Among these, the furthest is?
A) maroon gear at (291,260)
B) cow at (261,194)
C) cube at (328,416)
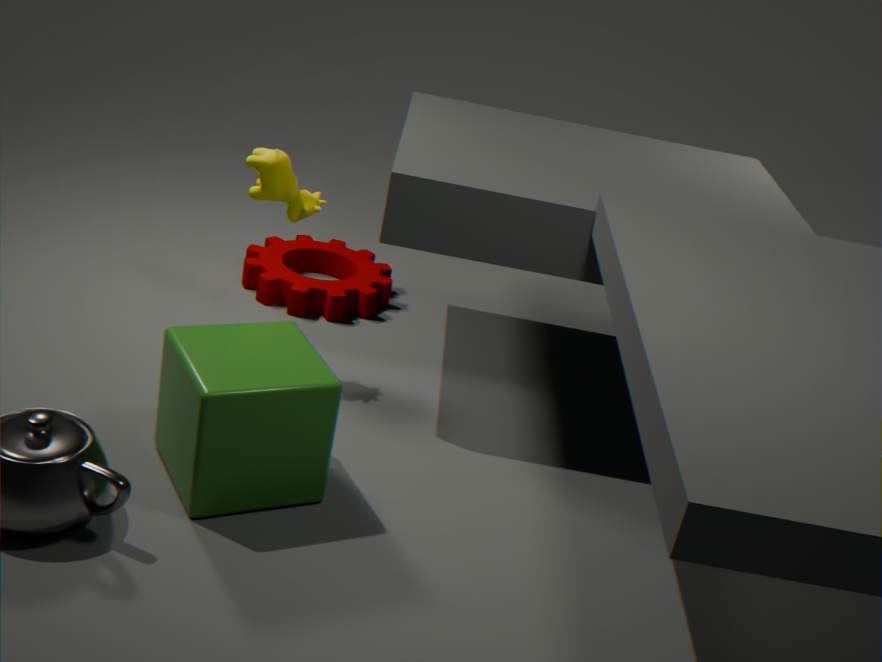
maroon gear at (291,260)
